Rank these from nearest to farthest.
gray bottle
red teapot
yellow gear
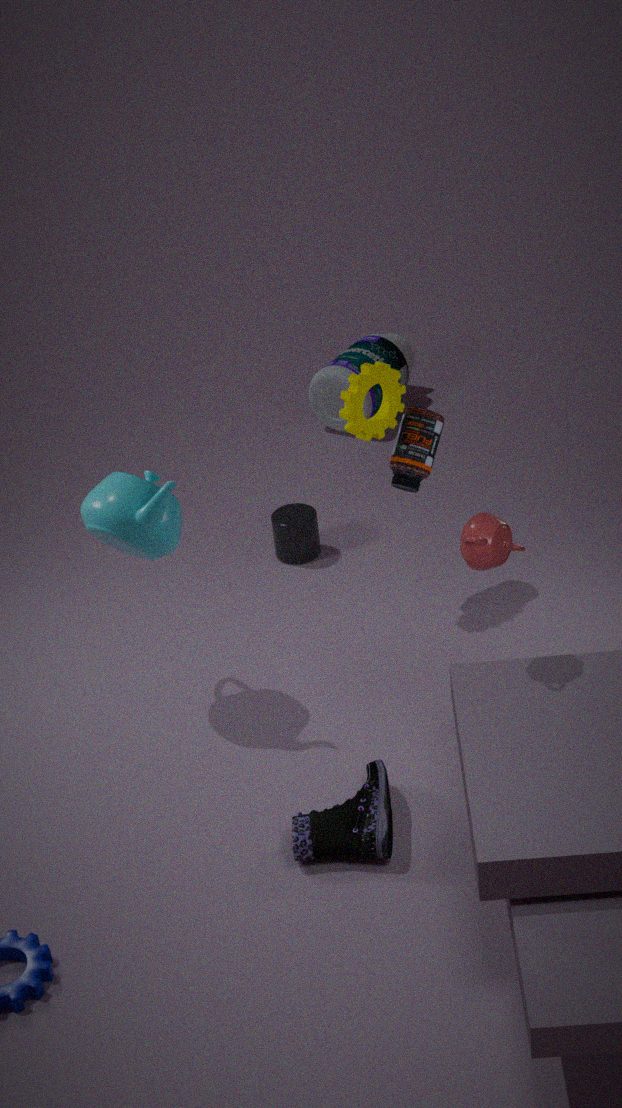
red teapot → yellow gear → gray bottle
